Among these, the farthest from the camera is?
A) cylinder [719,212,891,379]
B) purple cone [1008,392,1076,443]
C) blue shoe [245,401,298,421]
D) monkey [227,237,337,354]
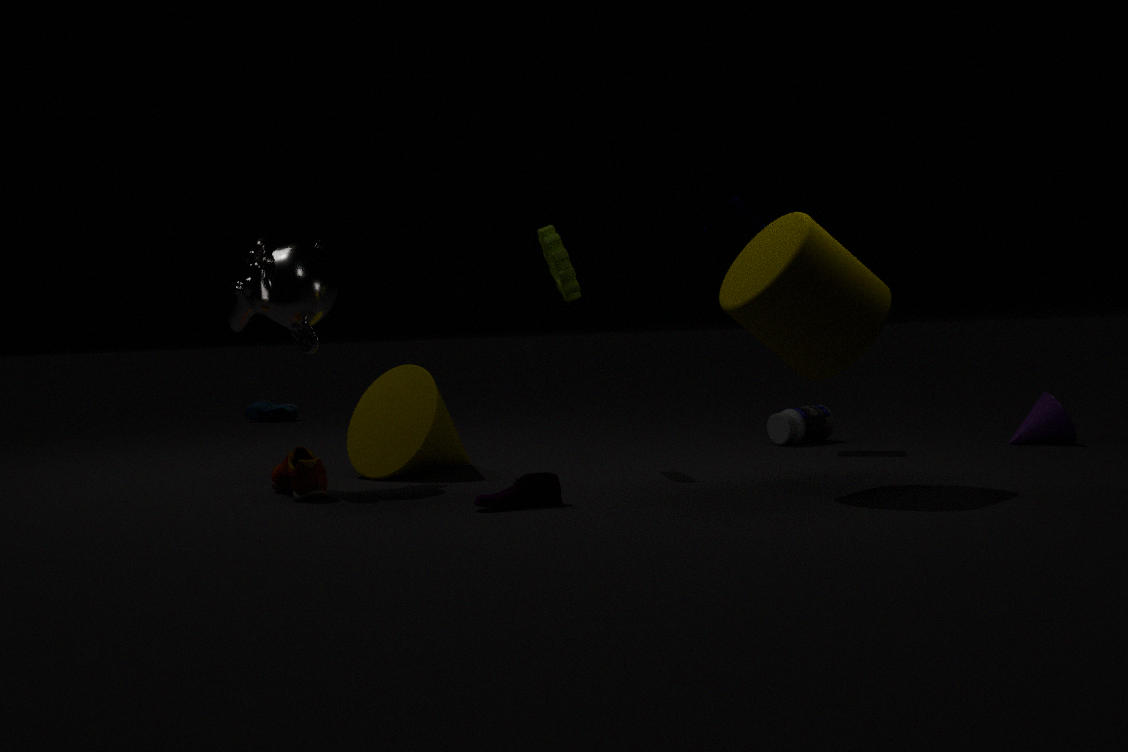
blue shoe [245,401,298,421]
